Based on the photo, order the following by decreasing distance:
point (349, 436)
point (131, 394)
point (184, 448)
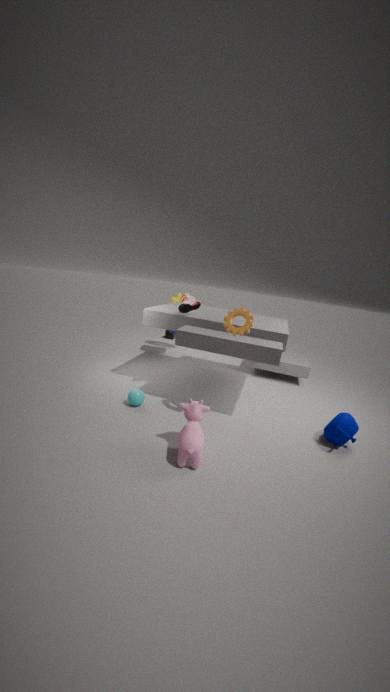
point (131, 394) < point (349, 436) < point (184, 448)
